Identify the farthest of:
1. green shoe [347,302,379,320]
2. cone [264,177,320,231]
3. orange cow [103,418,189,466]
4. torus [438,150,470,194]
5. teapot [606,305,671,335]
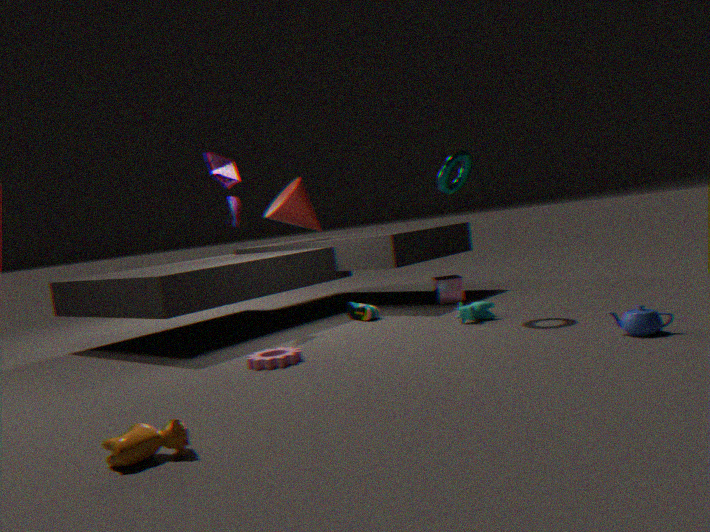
cone [264,177,320,231]
